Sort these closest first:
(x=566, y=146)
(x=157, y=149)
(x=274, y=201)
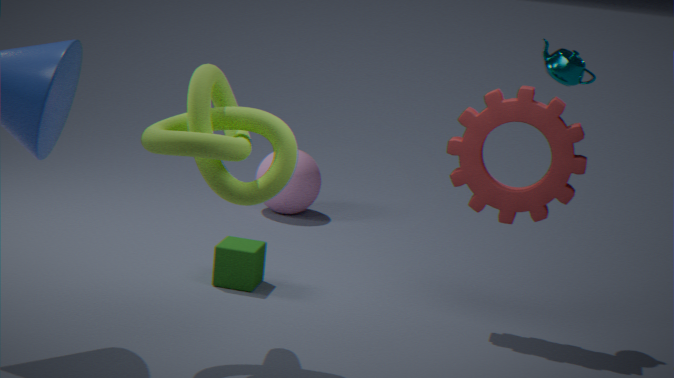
(x=157, y=149), (x=566, y=146), (x=274, y=201)
